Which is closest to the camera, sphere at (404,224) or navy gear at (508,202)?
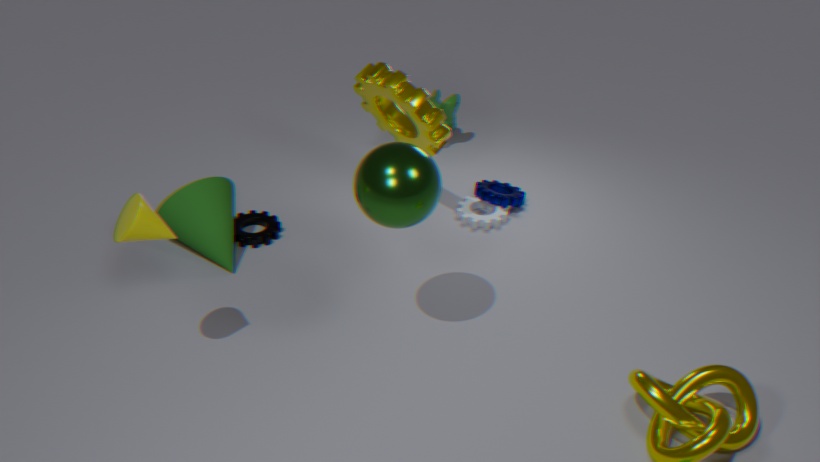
sphere at (404,224)
